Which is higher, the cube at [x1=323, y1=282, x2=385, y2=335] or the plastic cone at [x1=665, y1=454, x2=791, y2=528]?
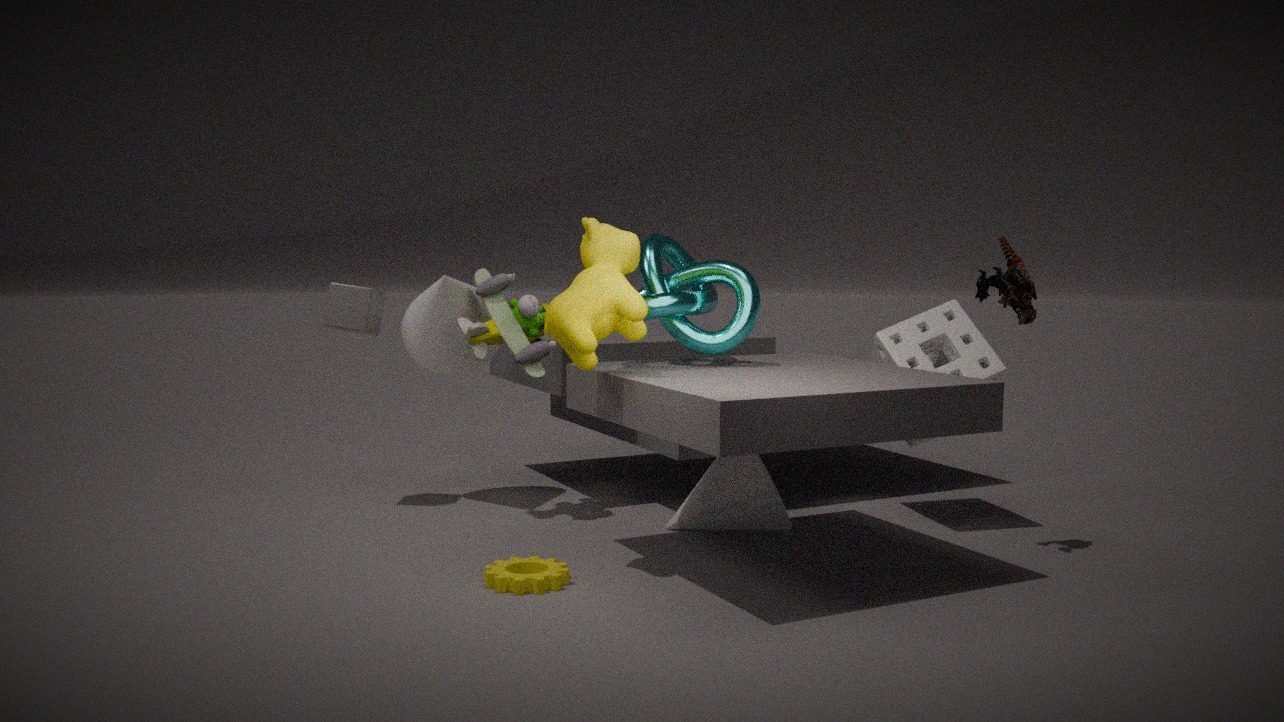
the cube at [x1=323, y1=282, x2=385, y2=335]
